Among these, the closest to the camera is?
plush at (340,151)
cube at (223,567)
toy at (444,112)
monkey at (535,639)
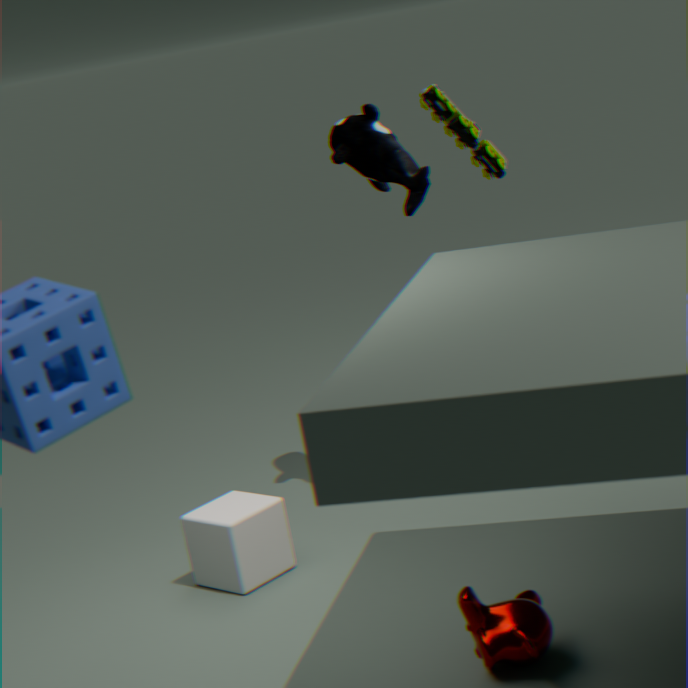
monkey at (535,639)
